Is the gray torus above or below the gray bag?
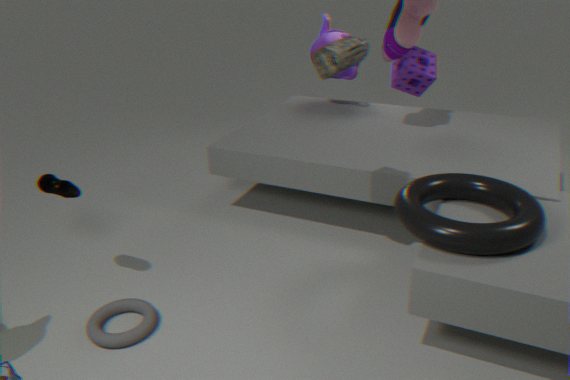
below
